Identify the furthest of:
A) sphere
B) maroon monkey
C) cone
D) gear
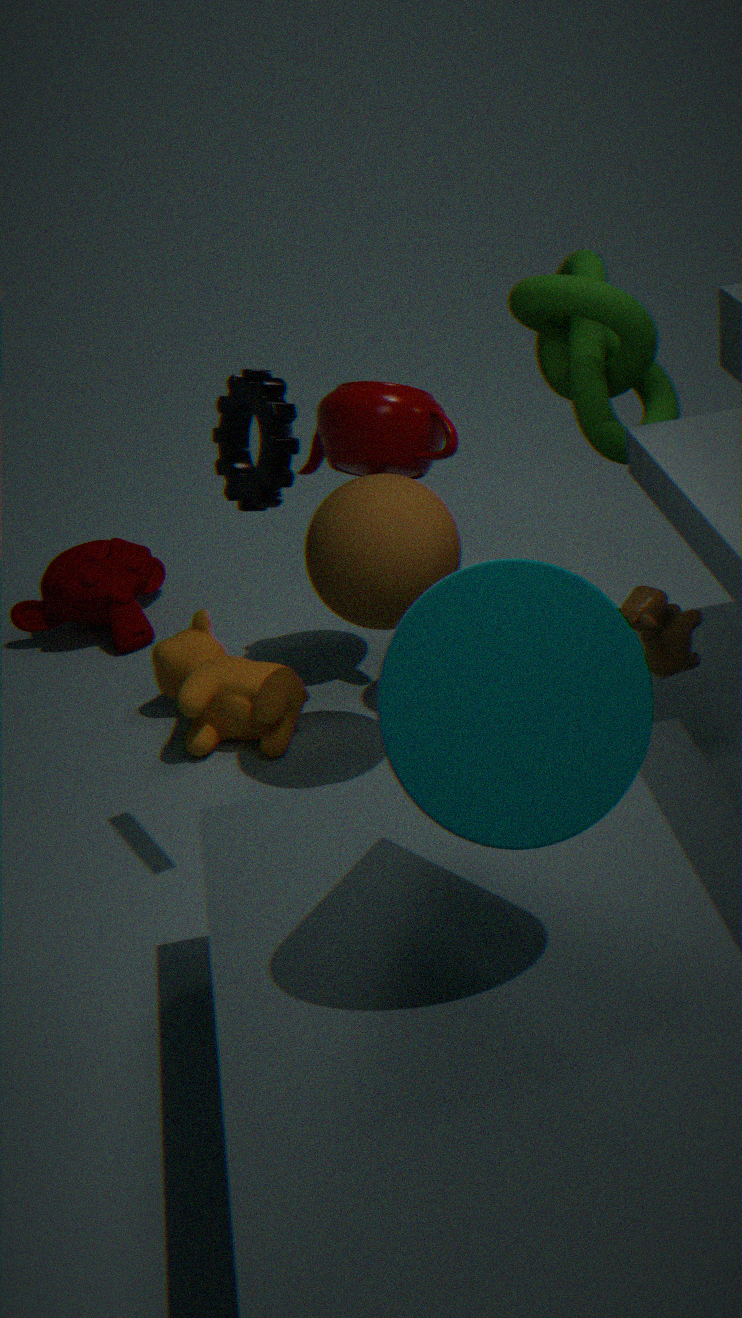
maroon monkey
